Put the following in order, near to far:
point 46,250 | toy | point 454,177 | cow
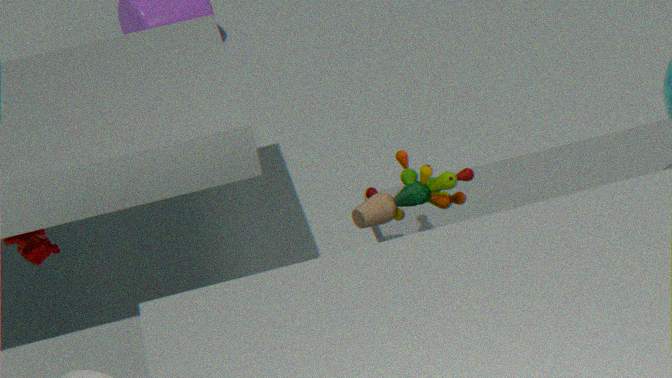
toy, cow, point 454,177, point 46,250
